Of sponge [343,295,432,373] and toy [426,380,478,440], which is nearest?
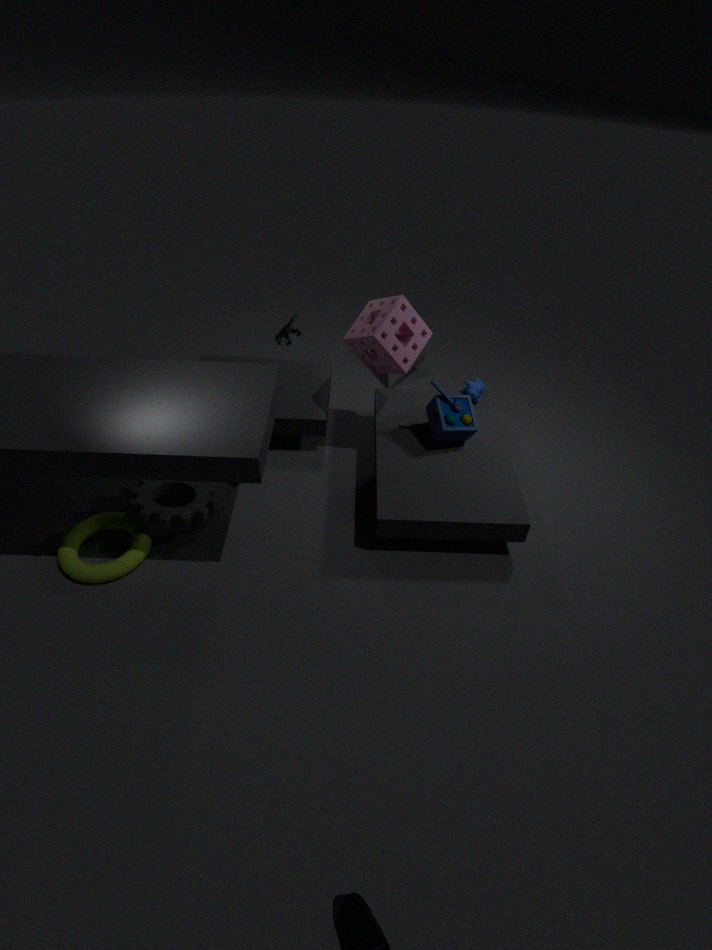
sponge [343,295,432,373]
